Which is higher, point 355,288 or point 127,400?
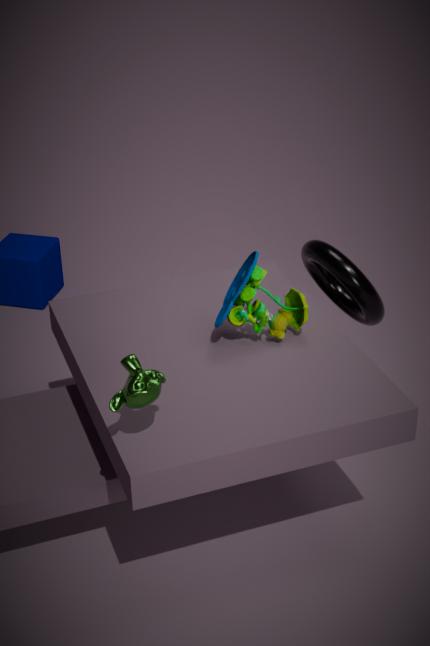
point 127,400
